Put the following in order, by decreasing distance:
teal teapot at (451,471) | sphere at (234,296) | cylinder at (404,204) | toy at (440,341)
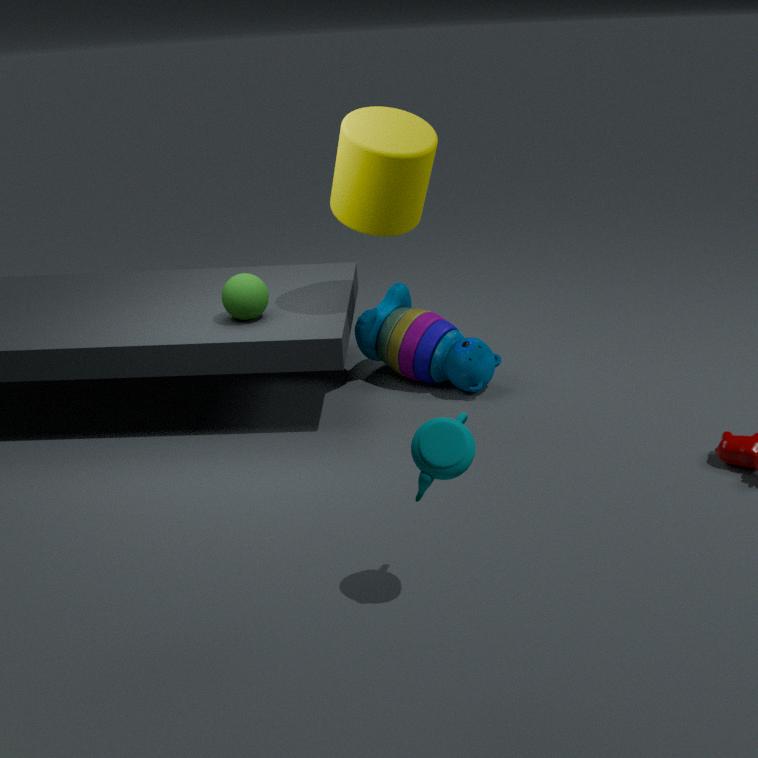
1. toy at (440,341)
2. sphere at (234,296)
3. cylinder at (404,204)
4. teal teapot at (451,471)
